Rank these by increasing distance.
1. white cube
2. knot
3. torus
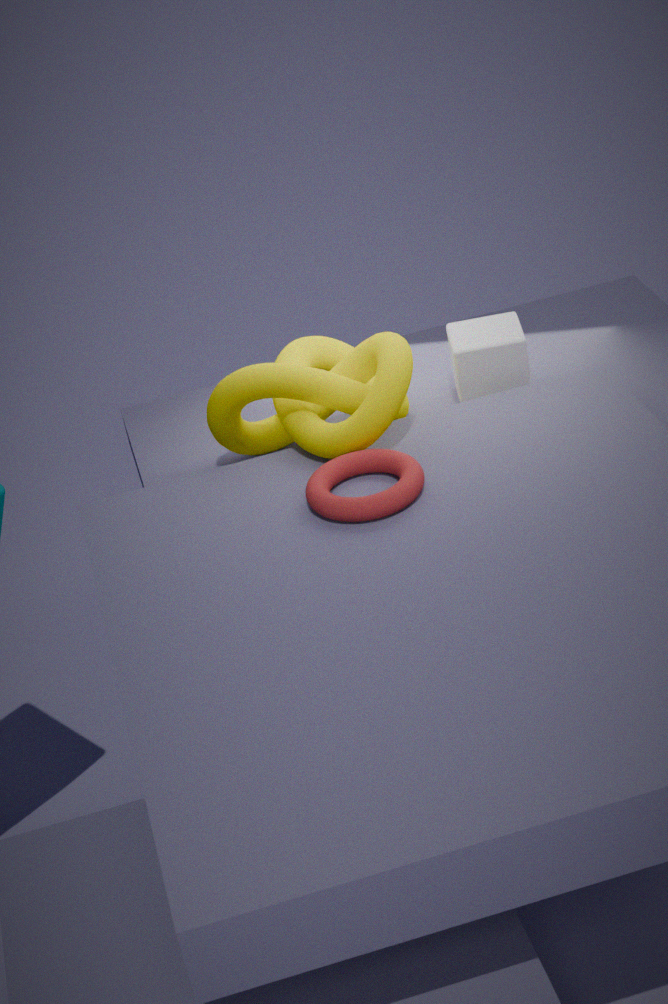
1. torus
2. knot
3. white cube
